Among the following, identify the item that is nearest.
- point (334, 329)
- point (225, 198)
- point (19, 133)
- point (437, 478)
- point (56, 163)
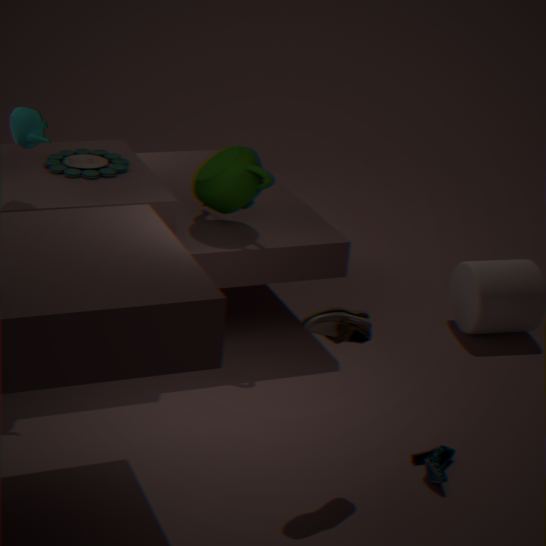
point (334, 329)
